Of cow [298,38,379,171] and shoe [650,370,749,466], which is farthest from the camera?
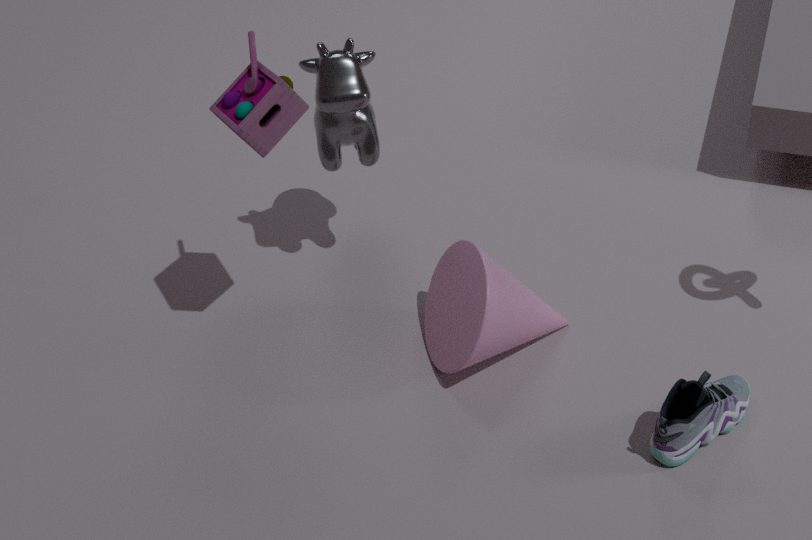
cow [298,38,379,171]
